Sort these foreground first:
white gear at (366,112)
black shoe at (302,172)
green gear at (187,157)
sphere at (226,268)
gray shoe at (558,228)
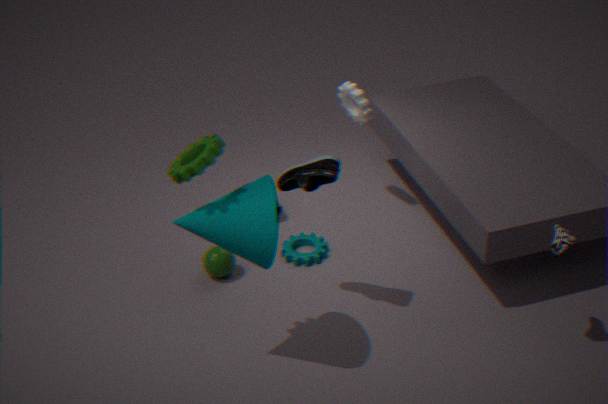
green gear at (187,157), gray shoe at (558,228), black shoe at (302,172), sphere at (226,268), white gear at (366,112)
